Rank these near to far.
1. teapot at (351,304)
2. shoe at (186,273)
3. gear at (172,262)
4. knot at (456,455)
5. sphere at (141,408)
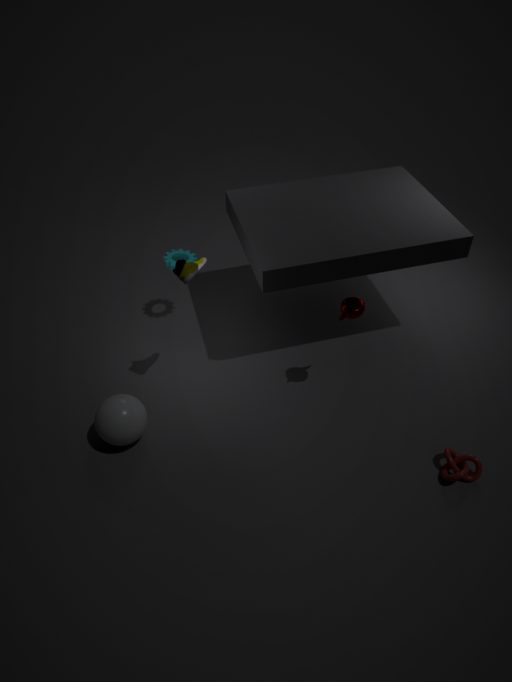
knot at (456,455), shoe at (186,273), sphere at (141,408), teapot at (351,304), gear at (172,262)
